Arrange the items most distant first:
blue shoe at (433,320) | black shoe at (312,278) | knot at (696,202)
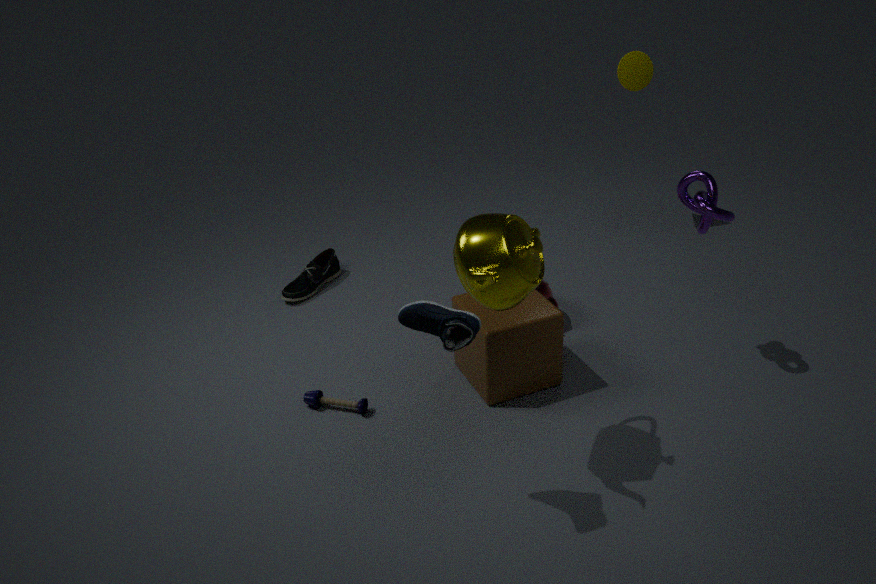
black shoe at (312,278), knot at (696,202), blue shoe at (433,320)
